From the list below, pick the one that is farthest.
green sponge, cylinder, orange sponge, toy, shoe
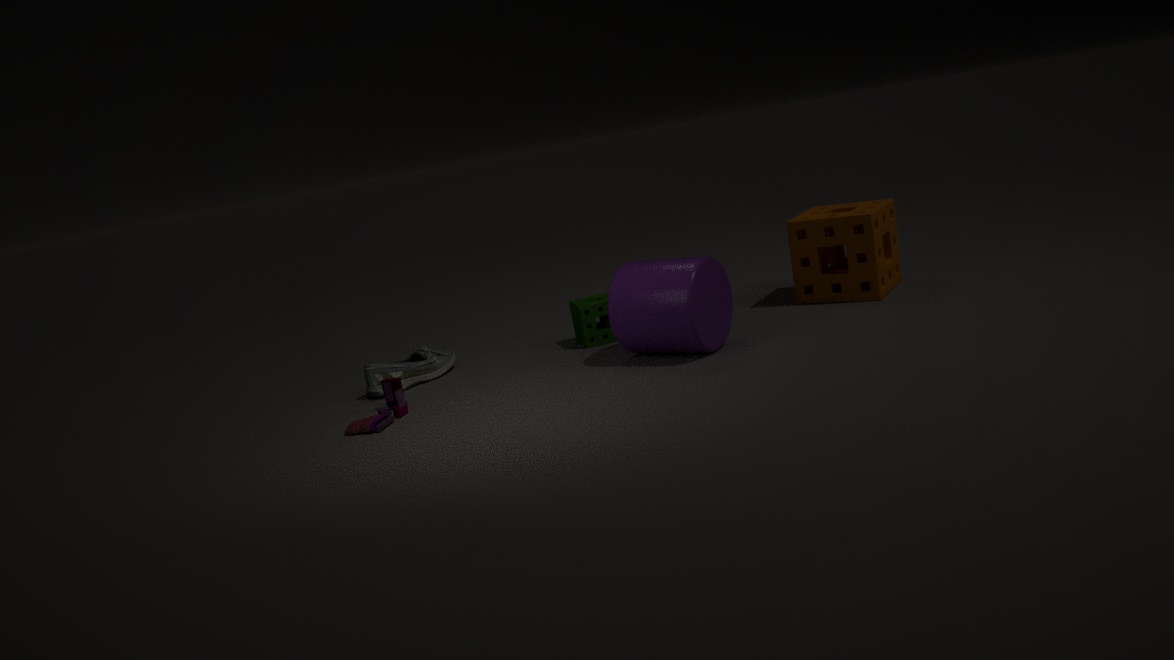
green sponge
